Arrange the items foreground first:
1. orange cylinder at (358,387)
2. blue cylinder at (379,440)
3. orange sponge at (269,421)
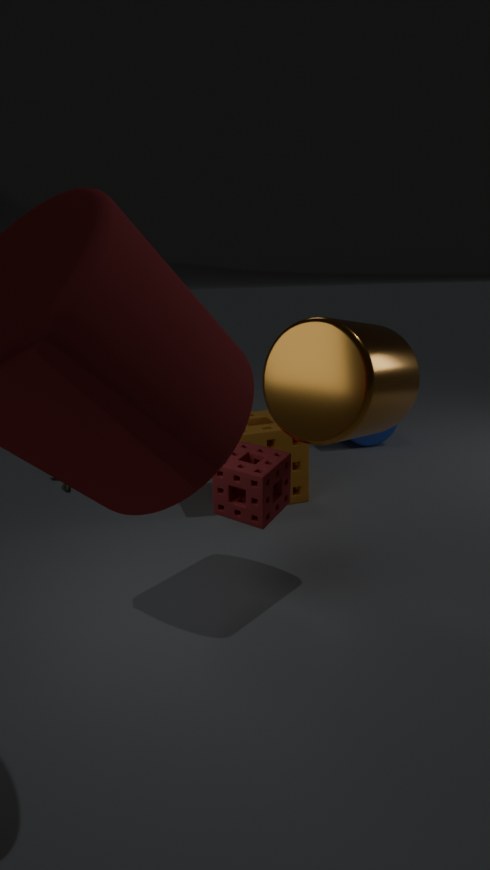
orange cylinder at (358,387), orange sponge at (269,421), blue cylinder at (379,440)
